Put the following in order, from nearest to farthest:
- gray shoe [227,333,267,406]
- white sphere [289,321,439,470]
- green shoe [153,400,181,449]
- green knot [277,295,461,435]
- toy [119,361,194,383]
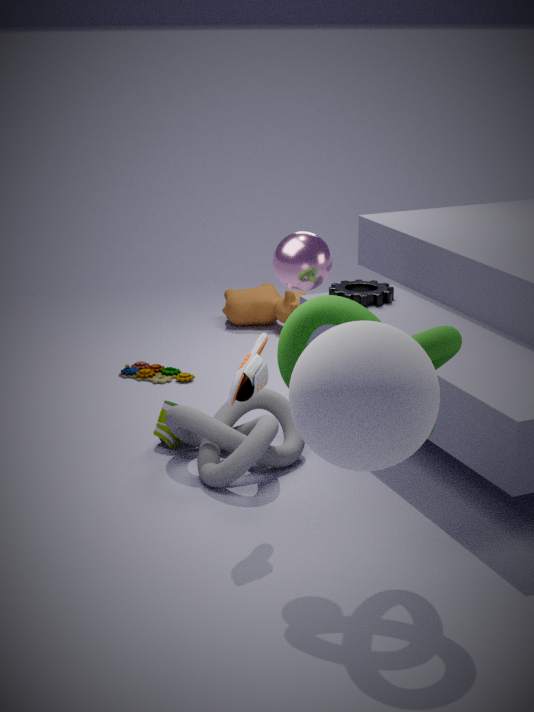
white sphere [289,321,439,470]
green knot [277,295,461,435]
gray shoe [227,333,267,406]
green shoe [153,400,181,449]
toy [119,361,194,383]
